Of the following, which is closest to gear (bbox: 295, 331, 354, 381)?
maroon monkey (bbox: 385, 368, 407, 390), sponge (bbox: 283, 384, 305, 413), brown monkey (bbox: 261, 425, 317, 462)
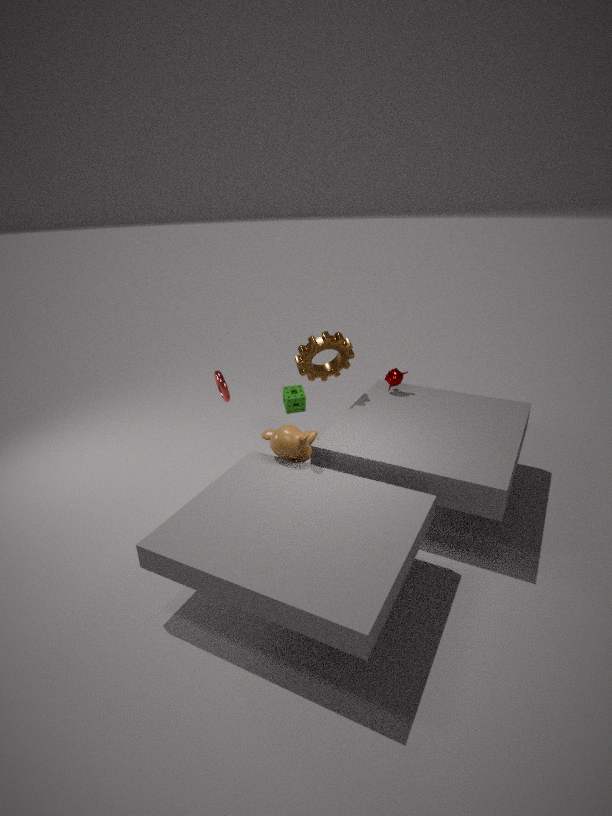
sponge (bbox: 283, 384, 305, 413)
